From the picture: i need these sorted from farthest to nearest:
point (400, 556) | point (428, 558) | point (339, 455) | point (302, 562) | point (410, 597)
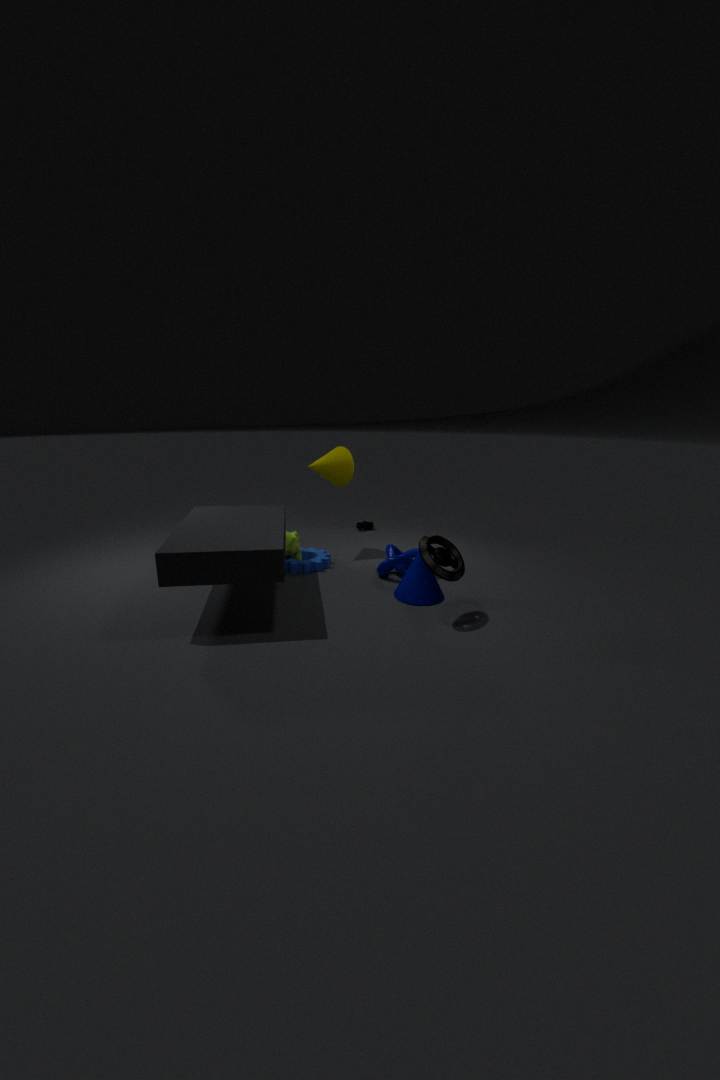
point (339, 455) → point (302, 562) → point (400, 556) → point (410, 597) → point (428, 558)
